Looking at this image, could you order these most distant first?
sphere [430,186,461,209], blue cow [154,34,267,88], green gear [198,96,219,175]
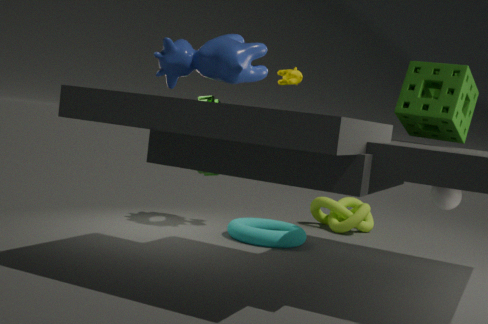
green gear [198,96,219,175]
sphere [430,186,461,209]
blue cow [154,34,267,88]
